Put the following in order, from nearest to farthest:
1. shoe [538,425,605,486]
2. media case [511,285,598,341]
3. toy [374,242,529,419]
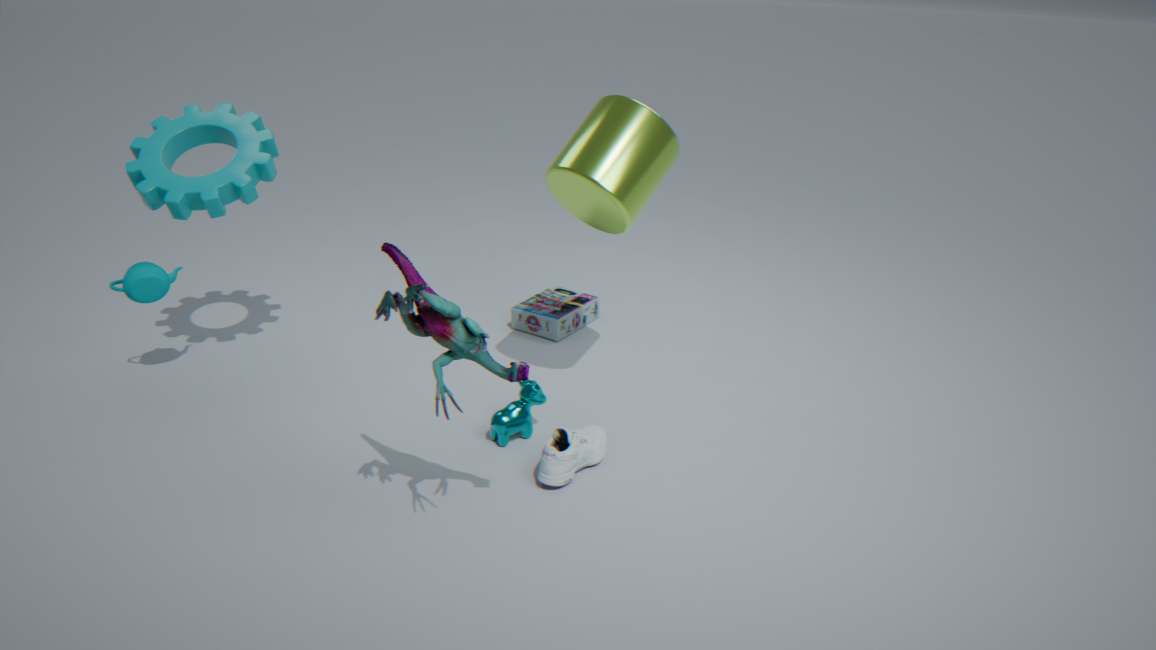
toy [374,242,529,419] → shoe [538,425,605,486] → media case [511,285,598,341]
